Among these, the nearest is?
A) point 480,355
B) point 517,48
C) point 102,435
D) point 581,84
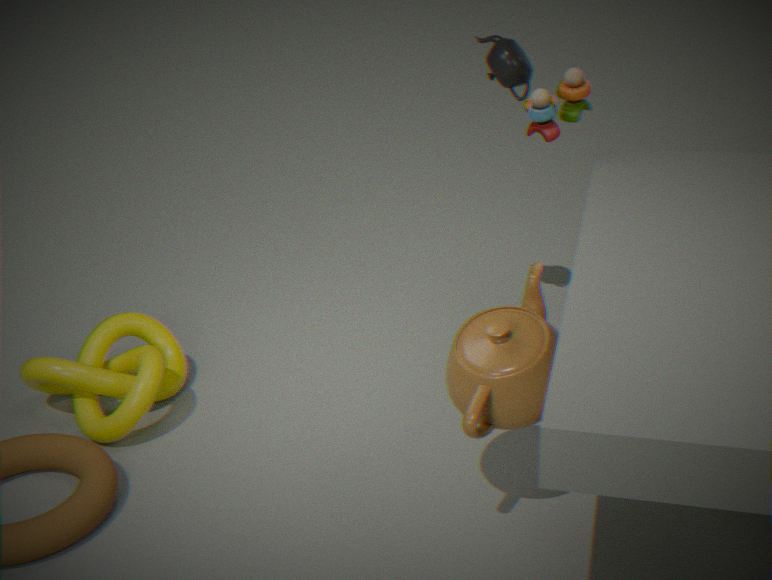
A. point 480,355
